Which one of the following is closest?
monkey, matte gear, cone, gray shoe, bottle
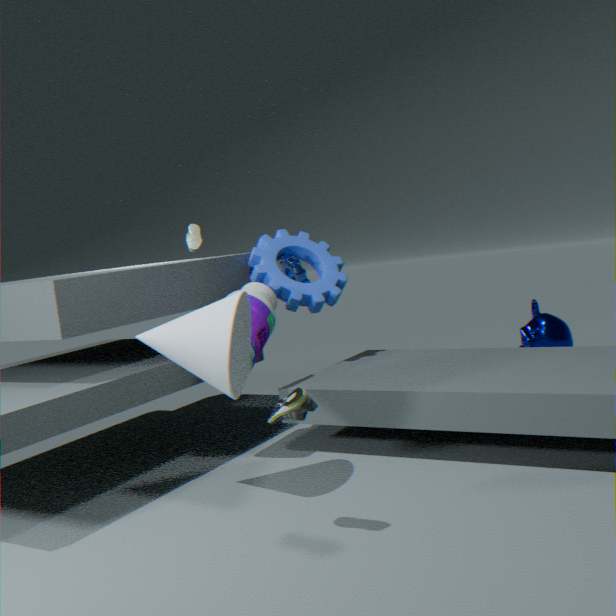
gray shoe
